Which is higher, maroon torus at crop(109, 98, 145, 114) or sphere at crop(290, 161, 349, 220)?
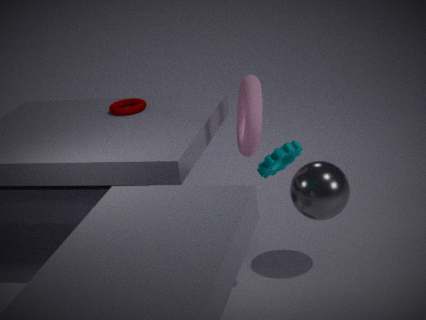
maroon torus at crop(109, 98, 145, 114)
